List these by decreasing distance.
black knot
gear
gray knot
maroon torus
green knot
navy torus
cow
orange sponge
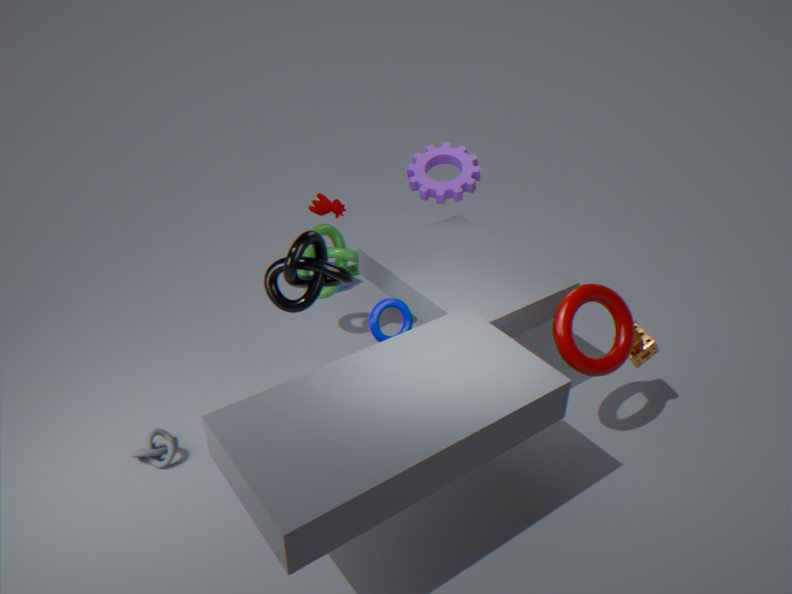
gear
green knot
cow
orange sponge
gray knot
black knot
maroon torus
navy torus
